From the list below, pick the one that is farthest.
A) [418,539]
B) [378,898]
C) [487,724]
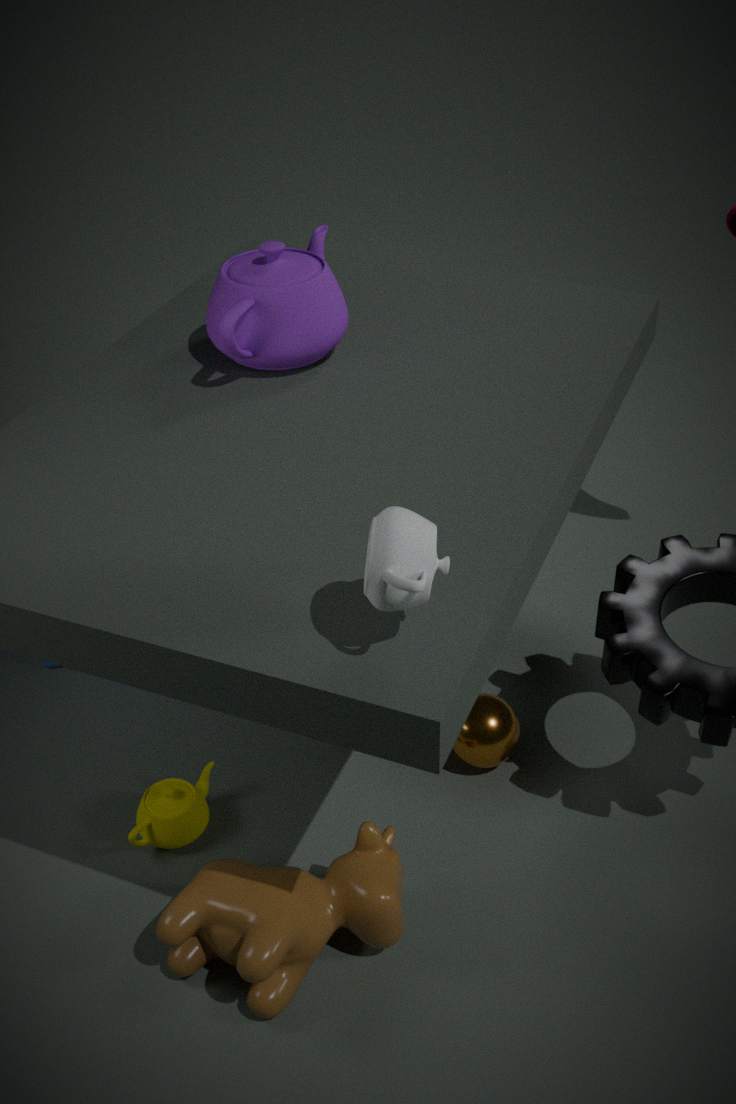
[487,724]
